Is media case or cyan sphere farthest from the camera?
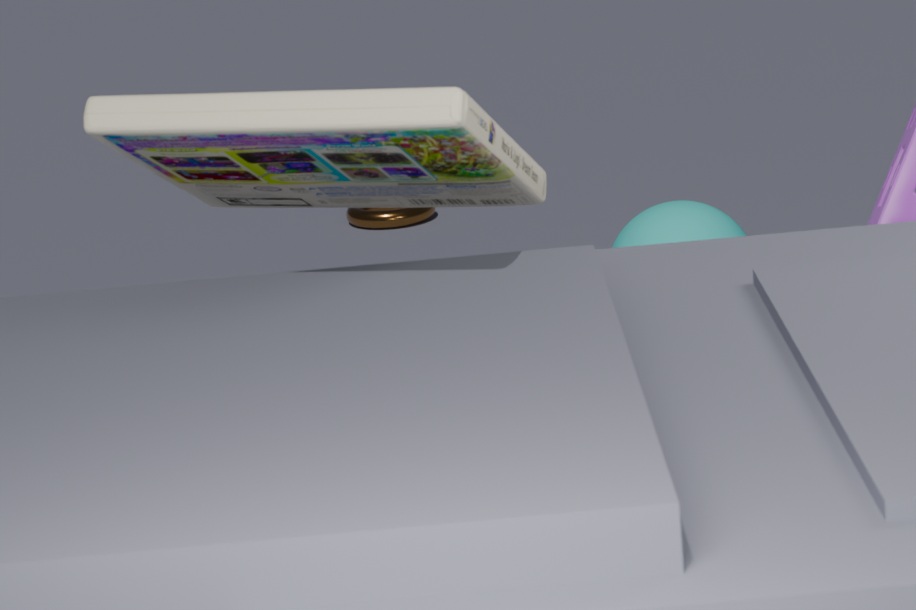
cyan sphere
